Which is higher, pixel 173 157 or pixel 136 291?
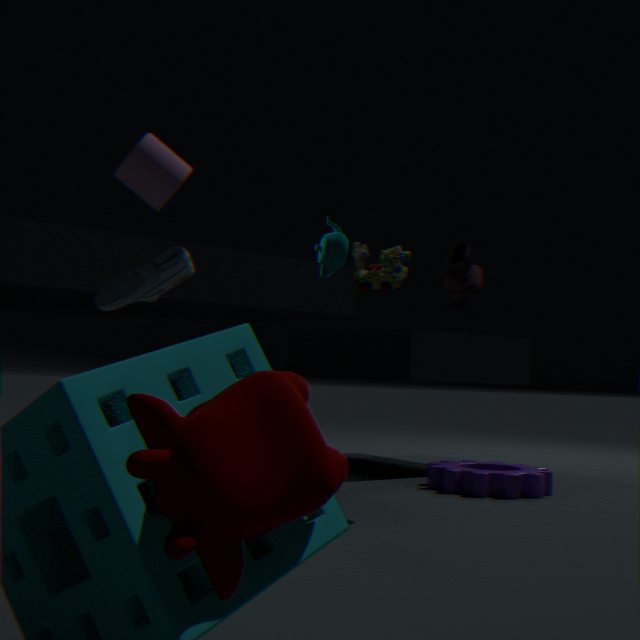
pixel 173 157
